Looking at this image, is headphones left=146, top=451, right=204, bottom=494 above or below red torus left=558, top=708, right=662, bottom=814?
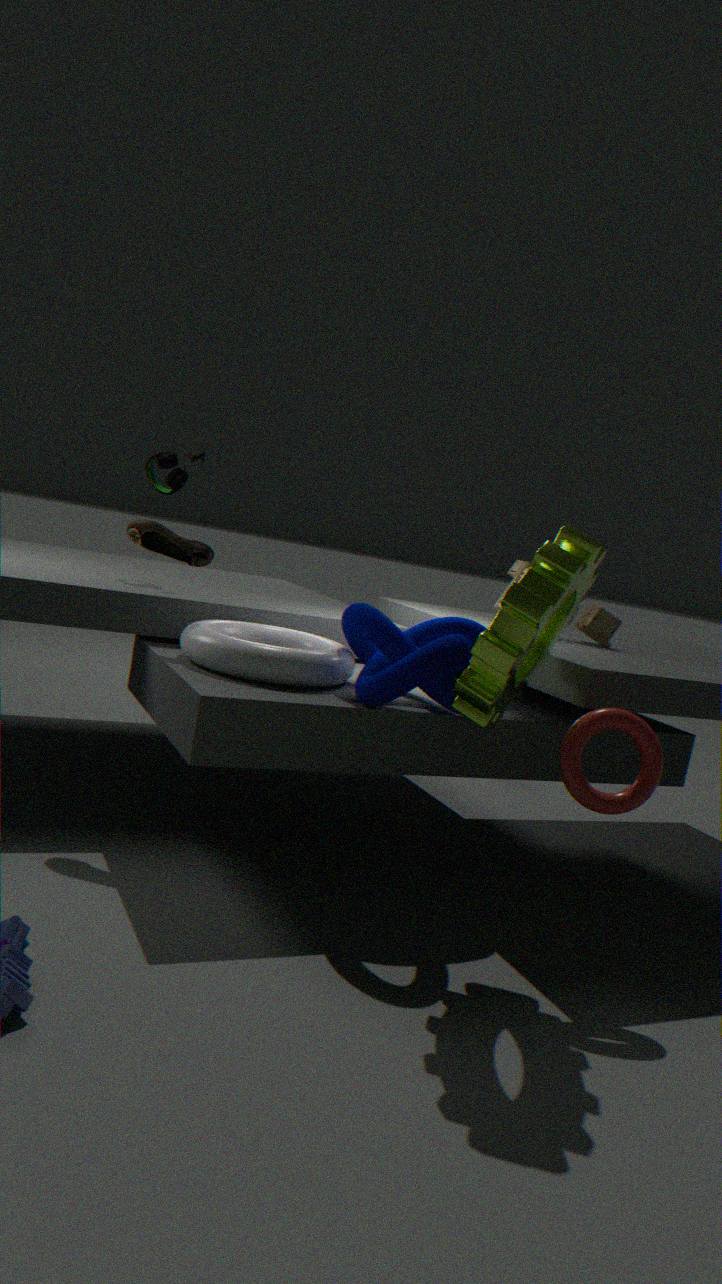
above
